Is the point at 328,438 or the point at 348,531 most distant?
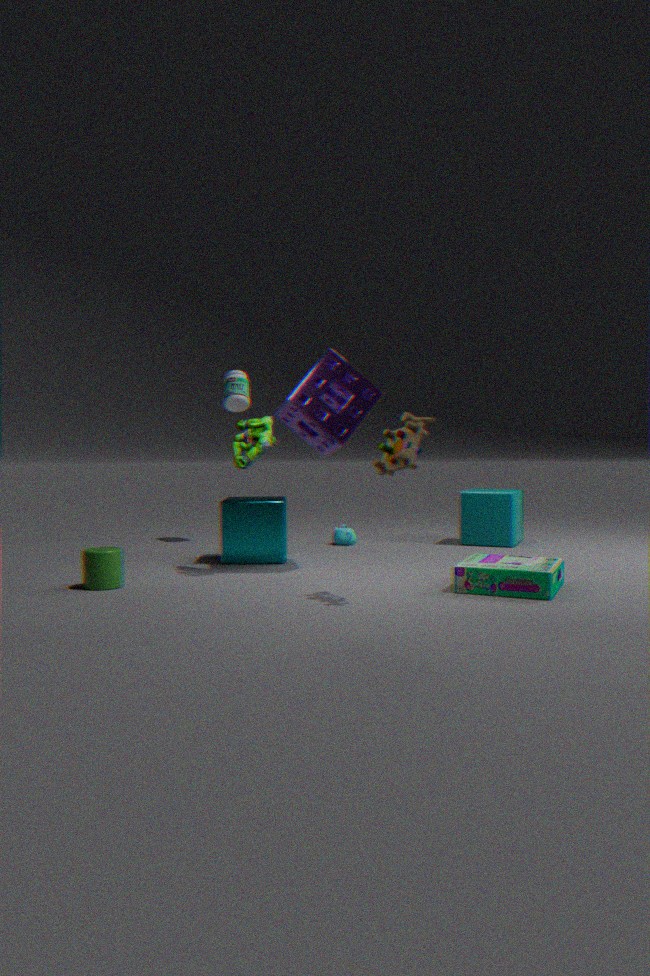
the point at 348,531
